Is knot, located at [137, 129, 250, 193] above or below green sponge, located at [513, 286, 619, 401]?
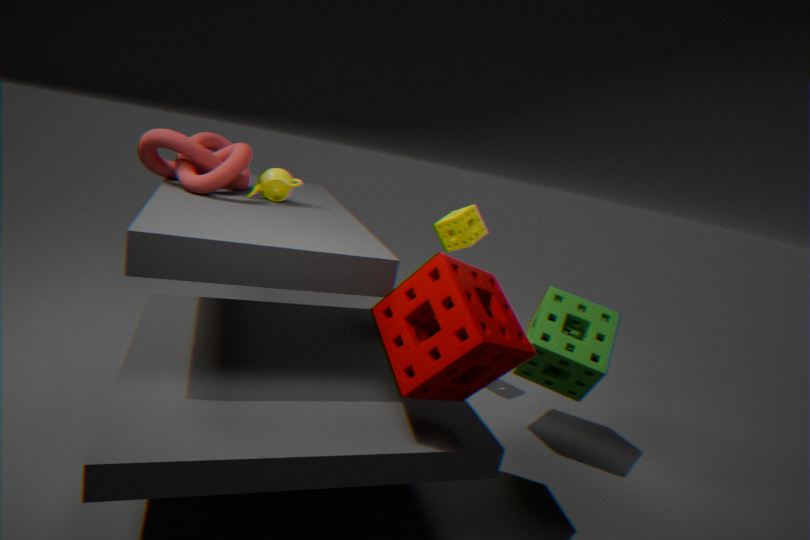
above
